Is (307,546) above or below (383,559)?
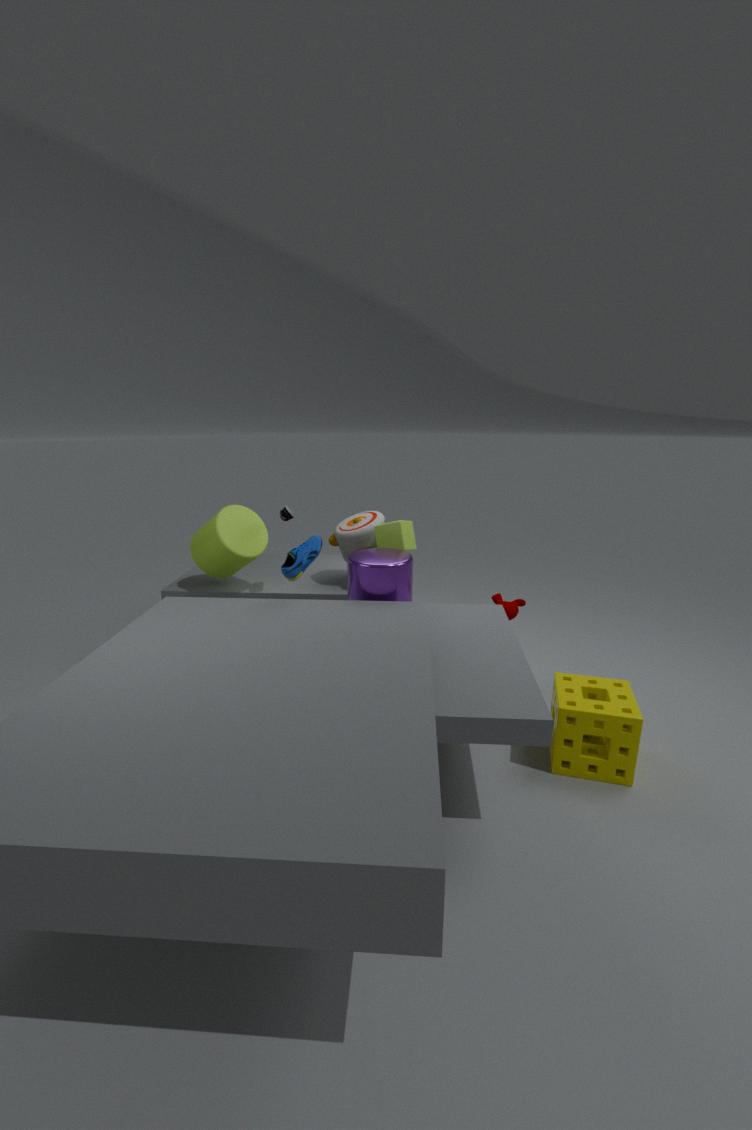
above
